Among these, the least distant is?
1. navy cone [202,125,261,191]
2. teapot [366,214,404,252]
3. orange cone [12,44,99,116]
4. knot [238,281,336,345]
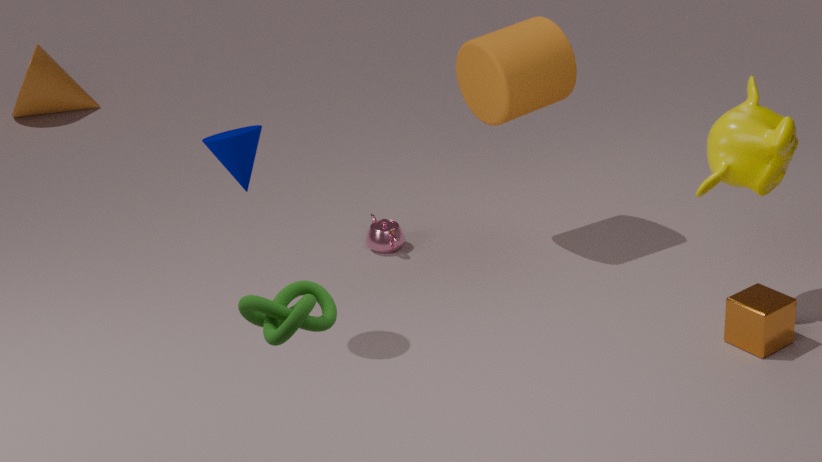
knot [238,281,336,345]
